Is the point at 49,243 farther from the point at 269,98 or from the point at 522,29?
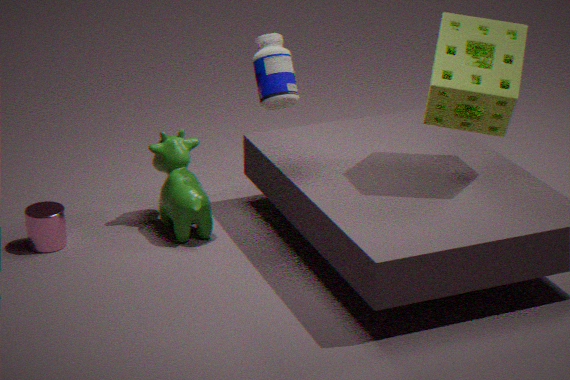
the point at 522,29
